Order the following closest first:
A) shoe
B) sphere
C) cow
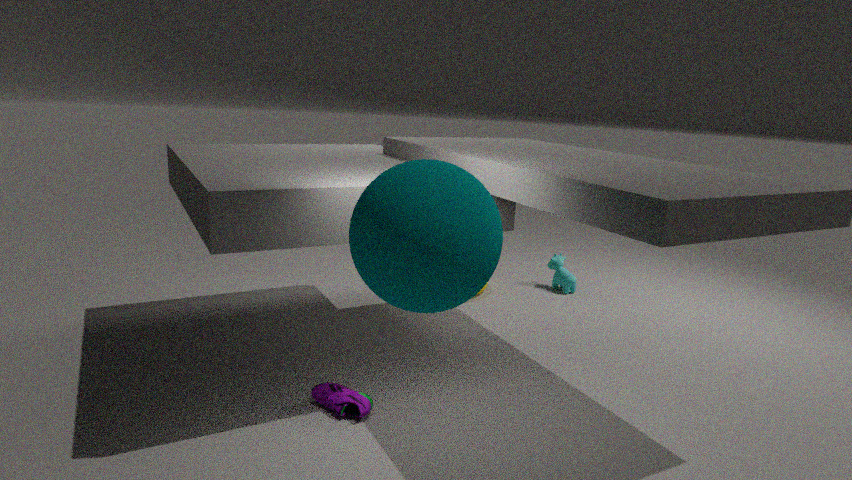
sphere < shoe < cow
